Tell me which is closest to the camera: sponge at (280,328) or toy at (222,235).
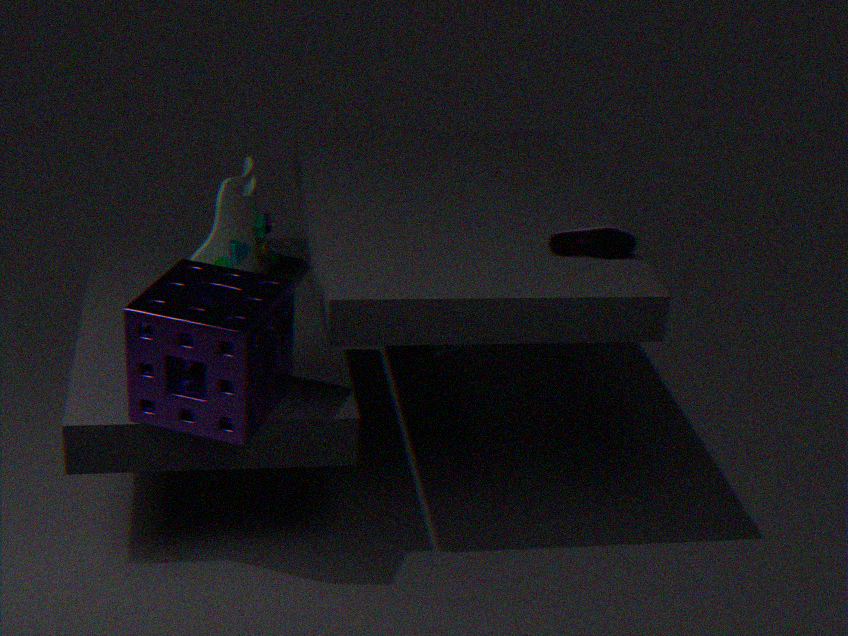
sponge at (280,328)
